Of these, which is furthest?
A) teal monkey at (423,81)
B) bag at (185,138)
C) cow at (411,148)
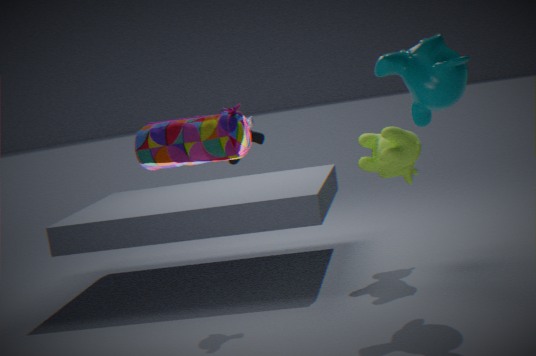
cow at (411,148)
